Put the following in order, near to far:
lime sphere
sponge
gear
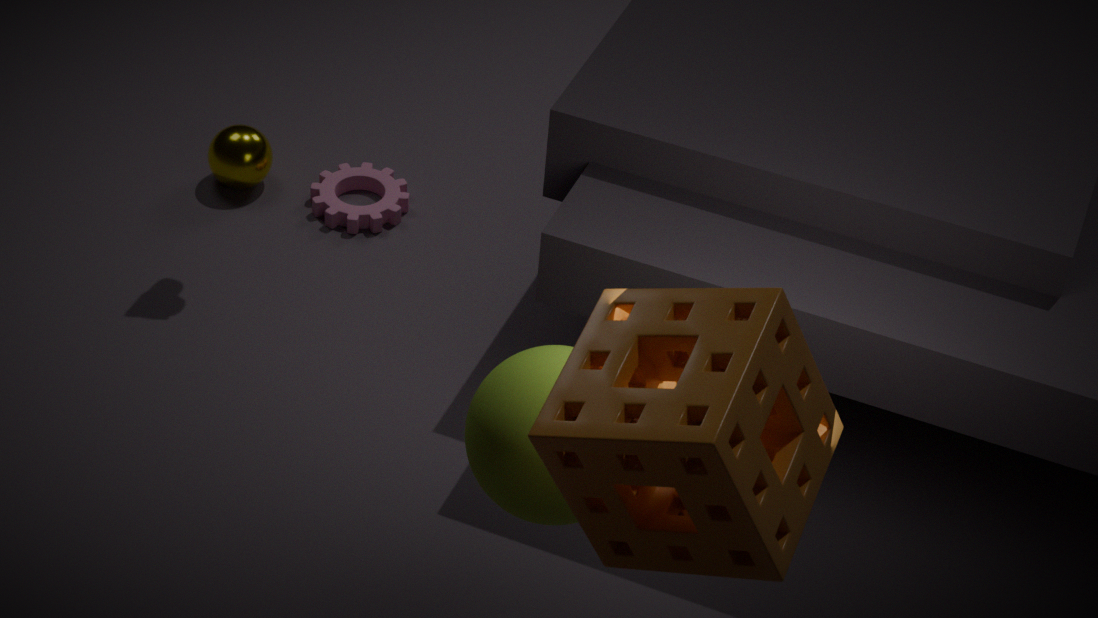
sponge, lime sphere, gear
